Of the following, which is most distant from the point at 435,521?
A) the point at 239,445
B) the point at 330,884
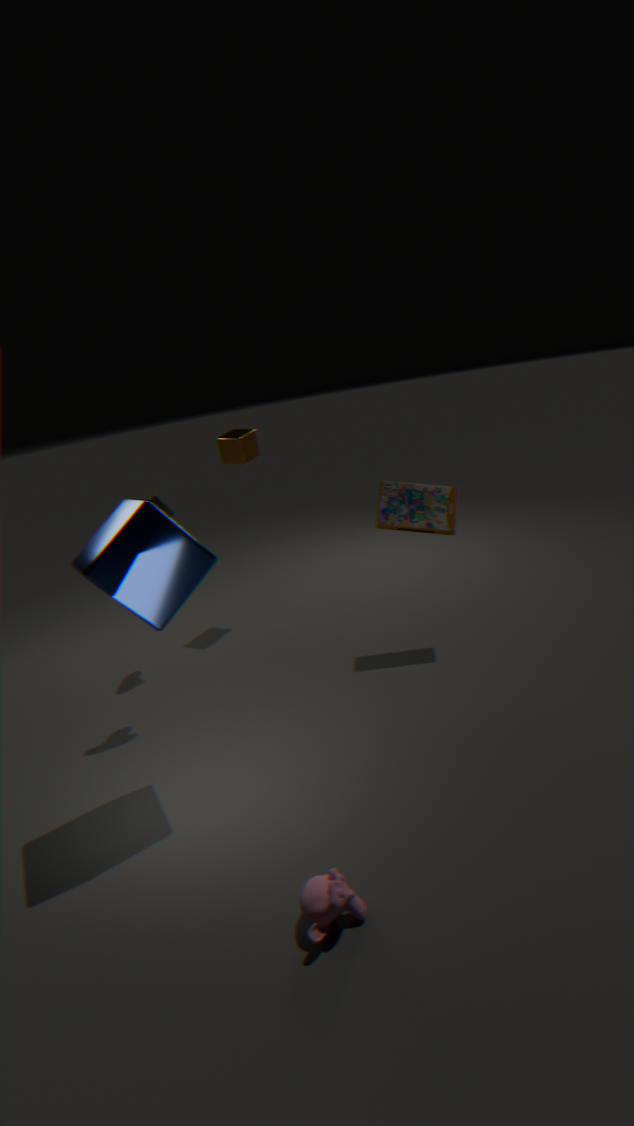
the point at 330,884
